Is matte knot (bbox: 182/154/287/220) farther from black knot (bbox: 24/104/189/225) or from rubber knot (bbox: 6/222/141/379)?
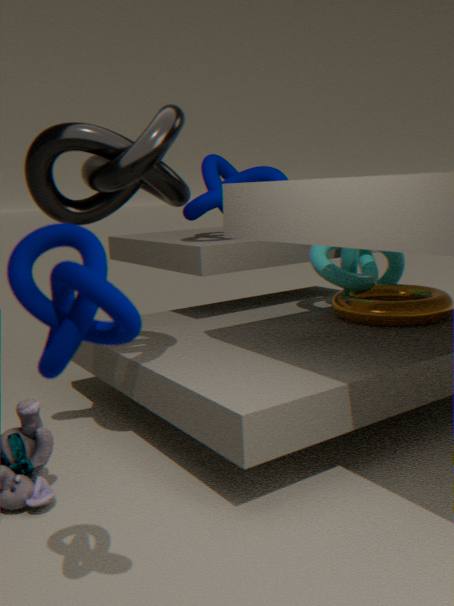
rubber knot (bbox: 6/222/141/379)
